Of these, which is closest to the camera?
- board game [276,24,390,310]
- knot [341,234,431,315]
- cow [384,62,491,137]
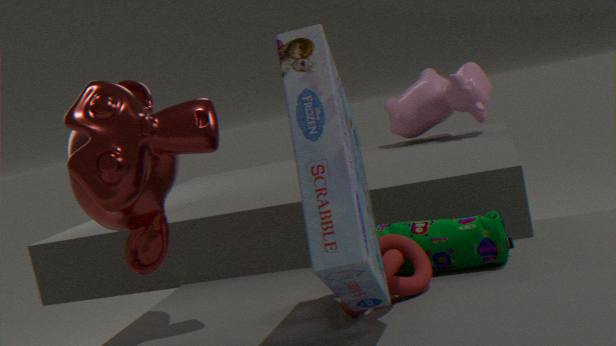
board game [276,24,390,310]
